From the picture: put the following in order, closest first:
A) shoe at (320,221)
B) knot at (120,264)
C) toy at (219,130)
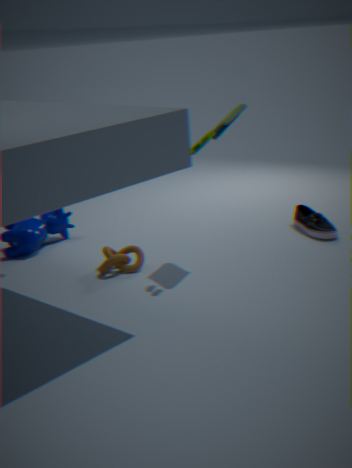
toy at (219,130) → knot at (120,264) → shoe at (320,221)
